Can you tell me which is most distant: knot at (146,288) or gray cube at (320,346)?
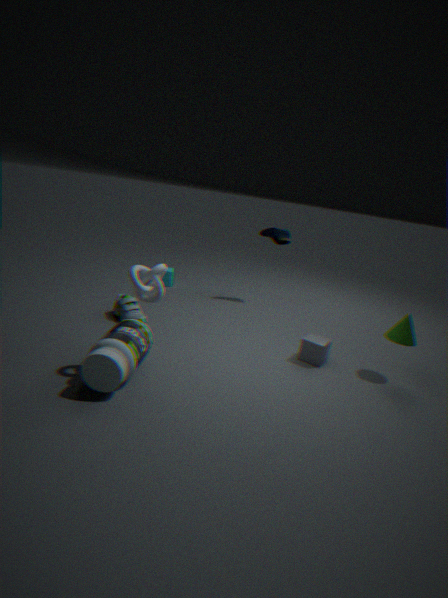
gray cube at (320,346)
